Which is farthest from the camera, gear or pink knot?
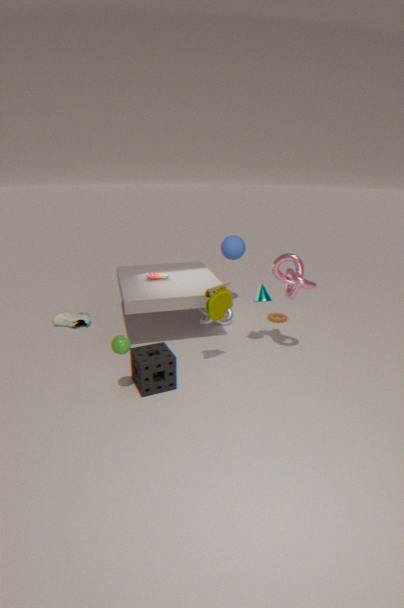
gear
